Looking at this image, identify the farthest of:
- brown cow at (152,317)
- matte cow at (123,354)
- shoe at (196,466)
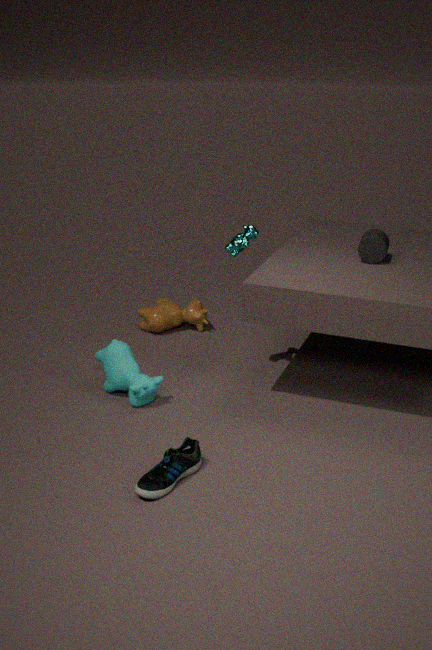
brown cow at (152,317)
